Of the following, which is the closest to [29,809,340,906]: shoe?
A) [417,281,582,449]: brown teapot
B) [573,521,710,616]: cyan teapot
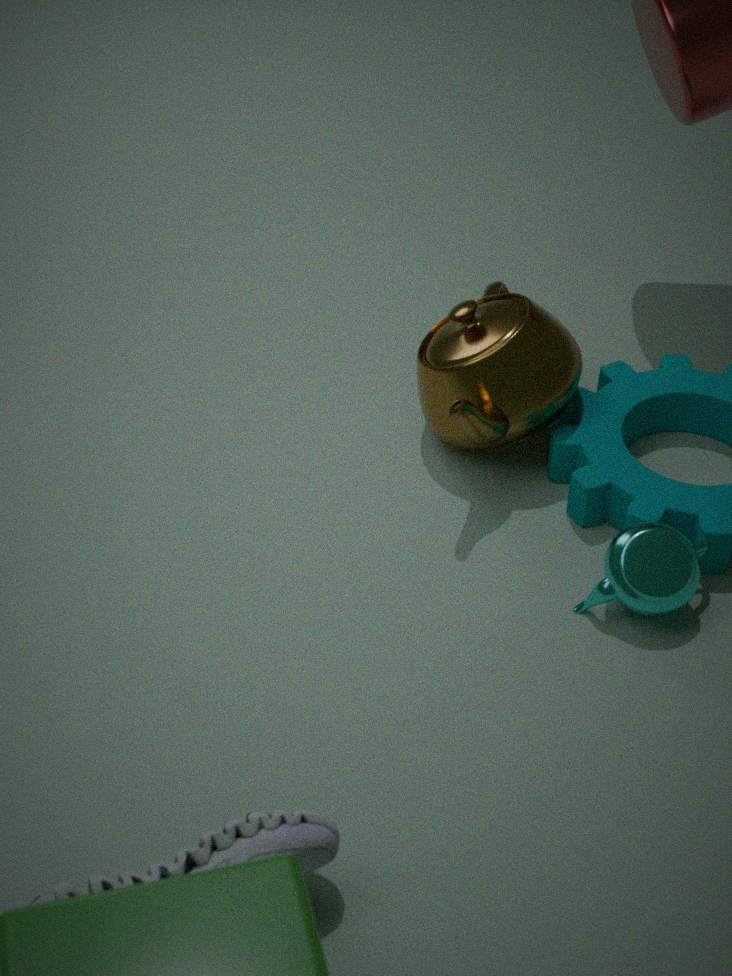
[573,521,710,616]: cyan teapot
